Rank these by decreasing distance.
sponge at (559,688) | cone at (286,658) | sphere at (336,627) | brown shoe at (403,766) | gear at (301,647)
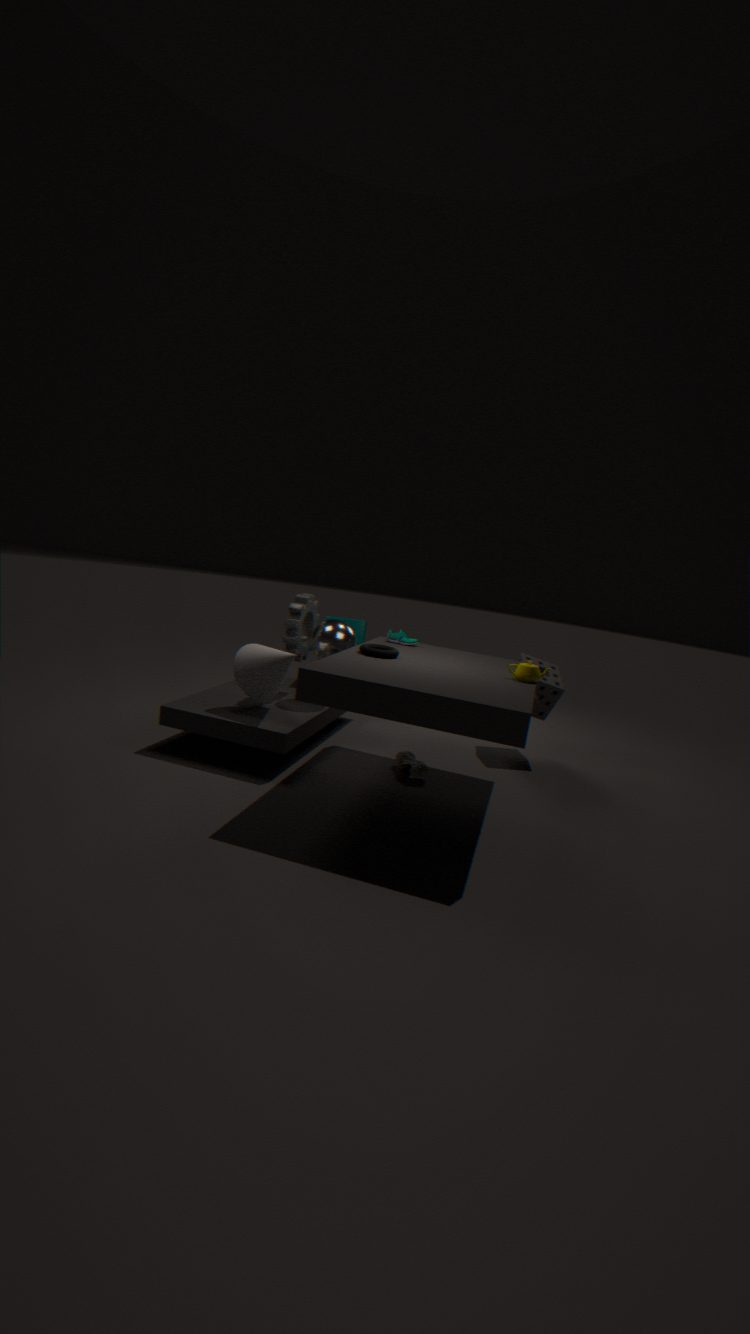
sponge at (559,688) < sphere at (336,627) < gear at (301,647) < brown shoe at (403,766) < cone at (286,658)
